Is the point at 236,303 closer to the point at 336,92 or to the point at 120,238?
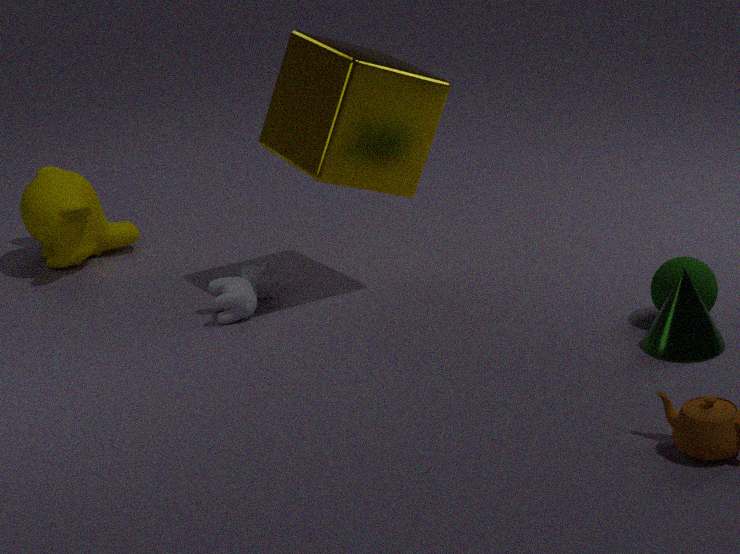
the point at 336,92
